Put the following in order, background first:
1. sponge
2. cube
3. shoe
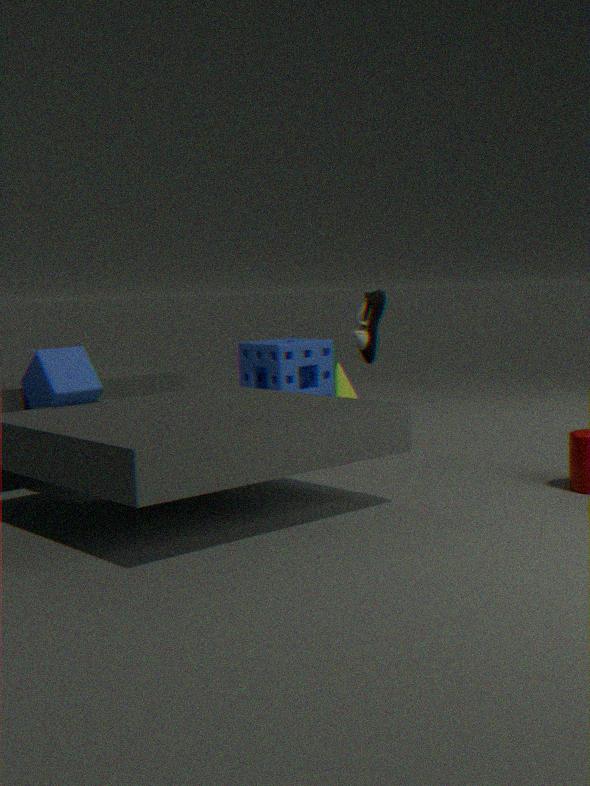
sponge
shoe
cube
